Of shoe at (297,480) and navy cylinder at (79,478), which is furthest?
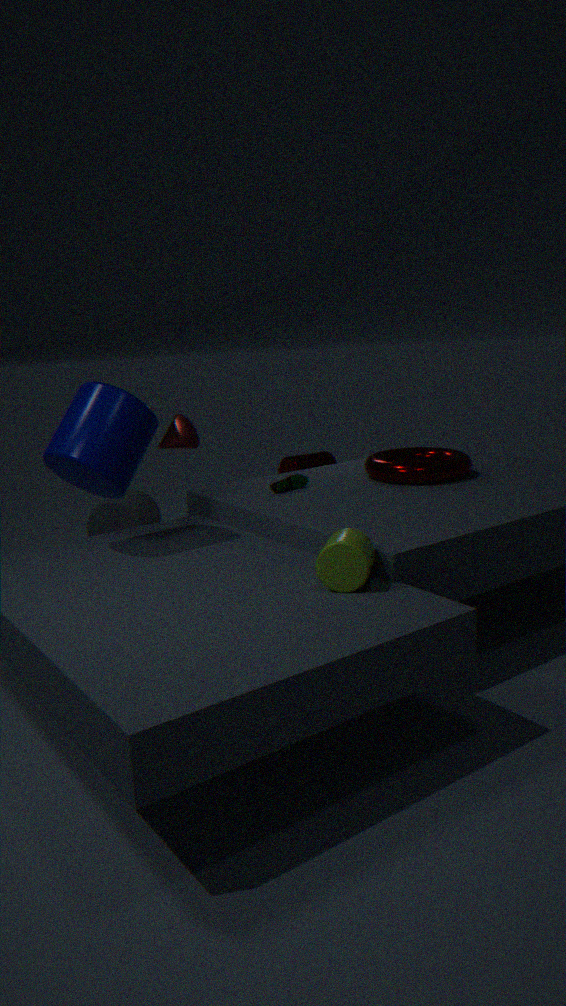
shoe at (297,480)
